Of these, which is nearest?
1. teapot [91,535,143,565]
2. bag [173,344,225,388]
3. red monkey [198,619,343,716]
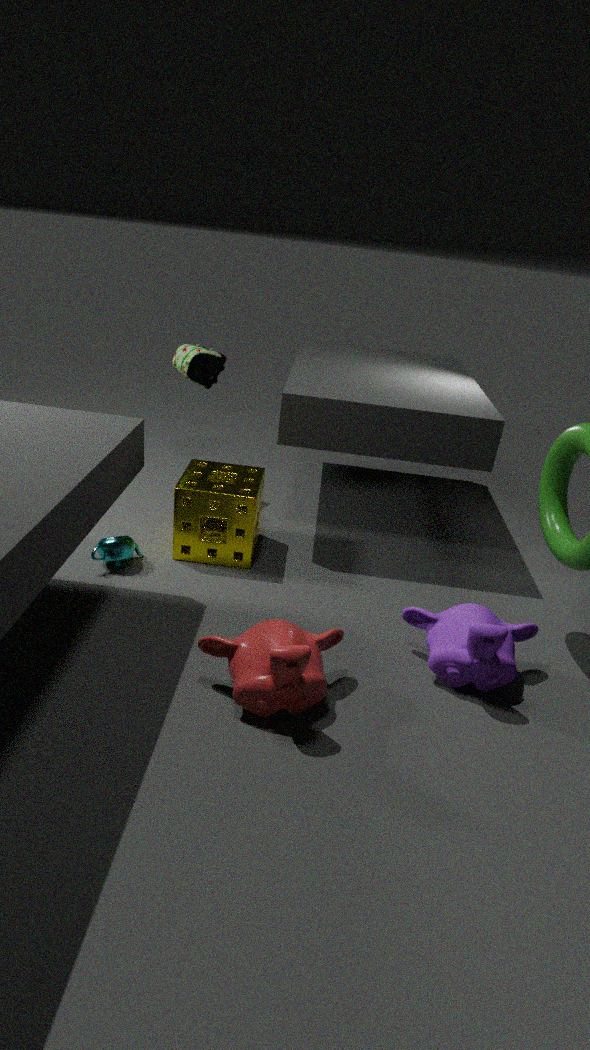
red monkey [198,619,343,716]
